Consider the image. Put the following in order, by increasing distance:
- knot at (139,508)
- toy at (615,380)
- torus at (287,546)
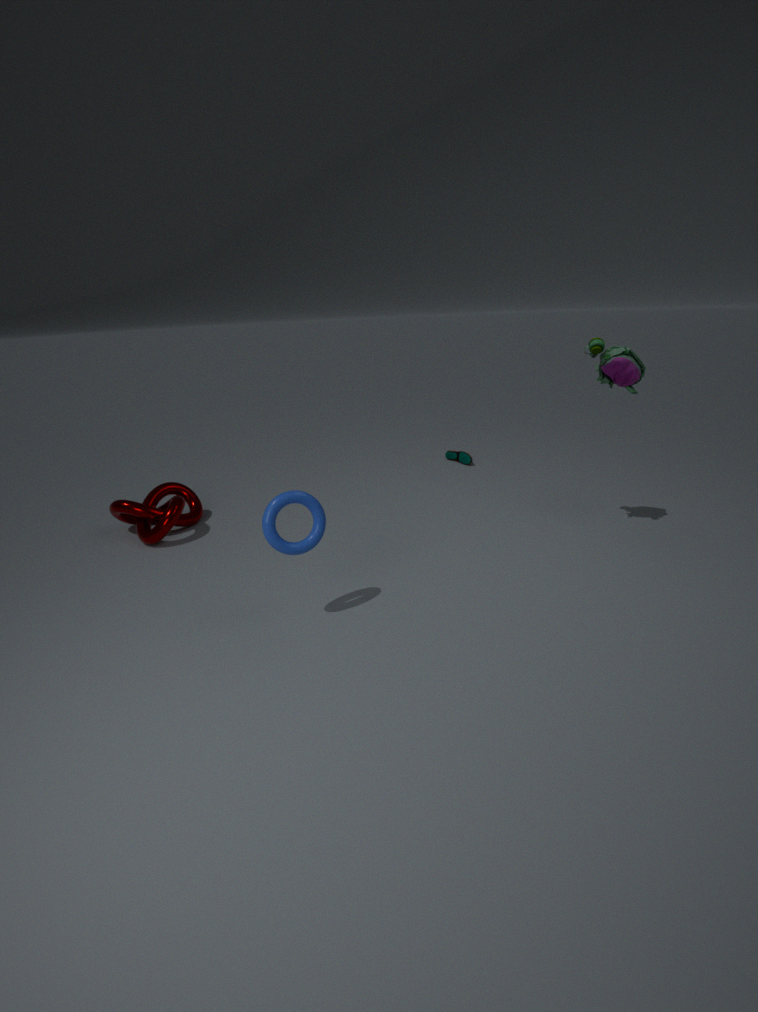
torus at (287,546), toy at (615,380), knot at (139,508)
